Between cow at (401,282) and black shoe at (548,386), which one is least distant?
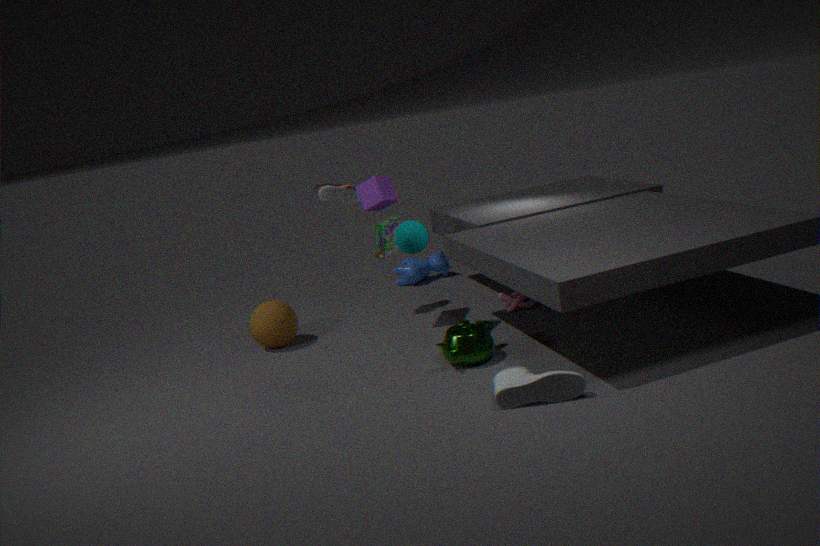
black shoe at (548,386)
